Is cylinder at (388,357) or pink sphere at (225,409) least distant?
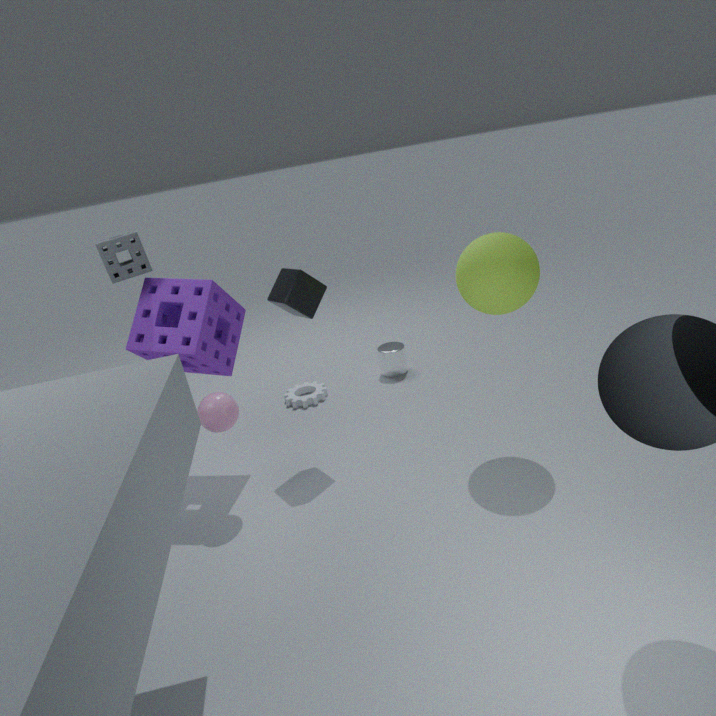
pink sphere at (225,409)
